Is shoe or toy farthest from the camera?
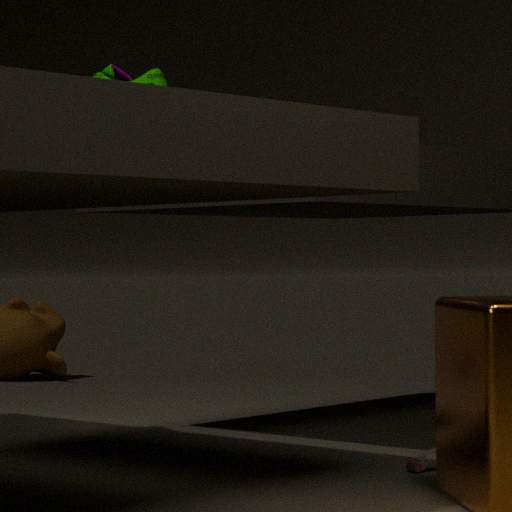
toy
